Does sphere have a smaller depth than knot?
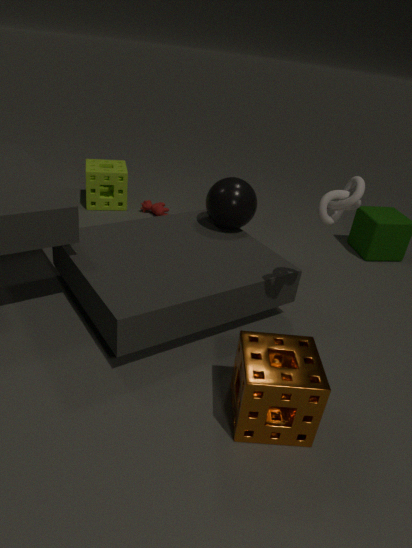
No
